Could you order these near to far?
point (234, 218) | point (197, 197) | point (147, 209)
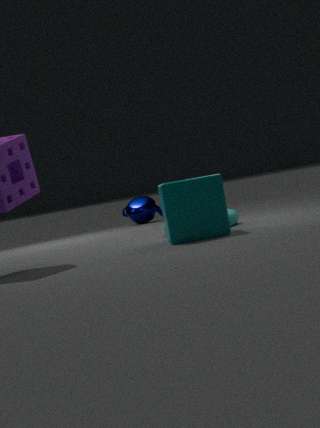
point (197, 197) < point (234, 218) < point (147, 209)
